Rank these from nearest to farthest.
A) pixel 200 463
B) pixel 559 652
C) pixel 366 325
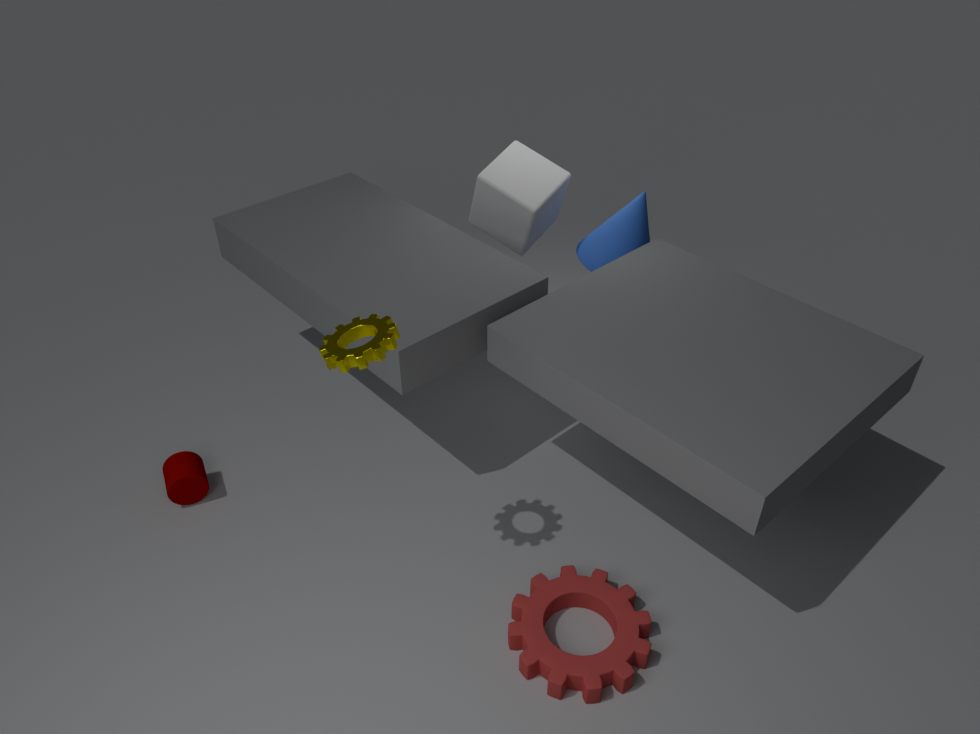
pixel 366 325 < pixel 559 652 < pixel 200 463
